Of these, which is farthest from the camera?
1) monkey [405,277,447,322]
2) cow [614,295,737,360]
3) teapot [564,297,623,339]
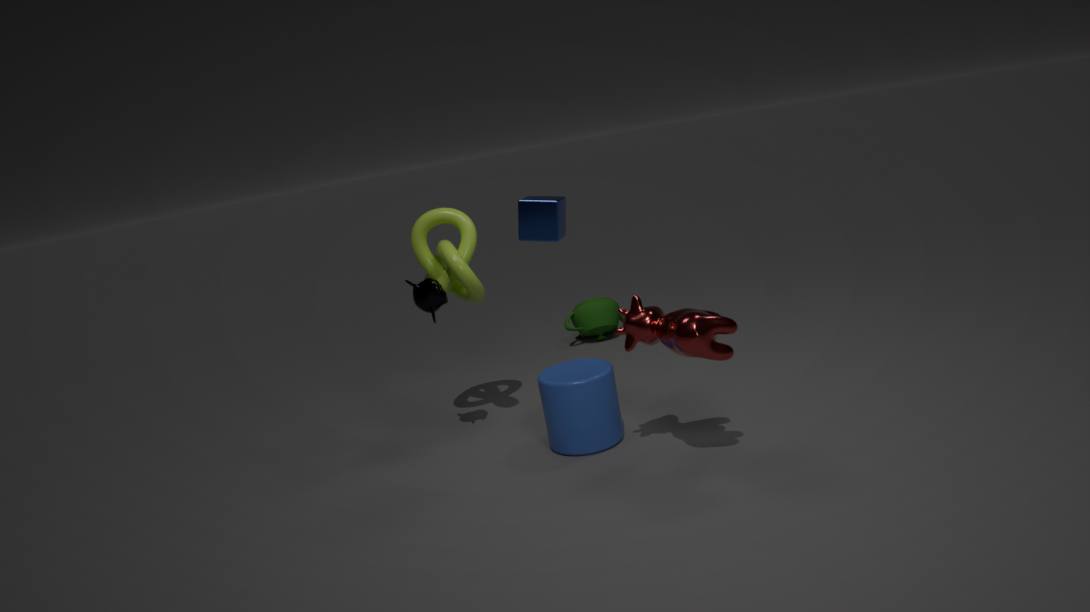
3. teapot [564,297,623,339]
